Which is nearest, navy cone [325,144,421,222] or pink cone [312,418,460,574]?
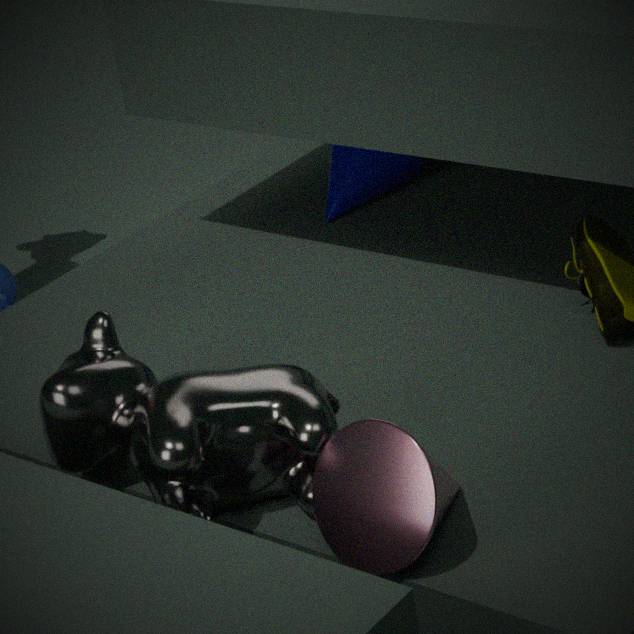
pink cone [312,418,460,574]
